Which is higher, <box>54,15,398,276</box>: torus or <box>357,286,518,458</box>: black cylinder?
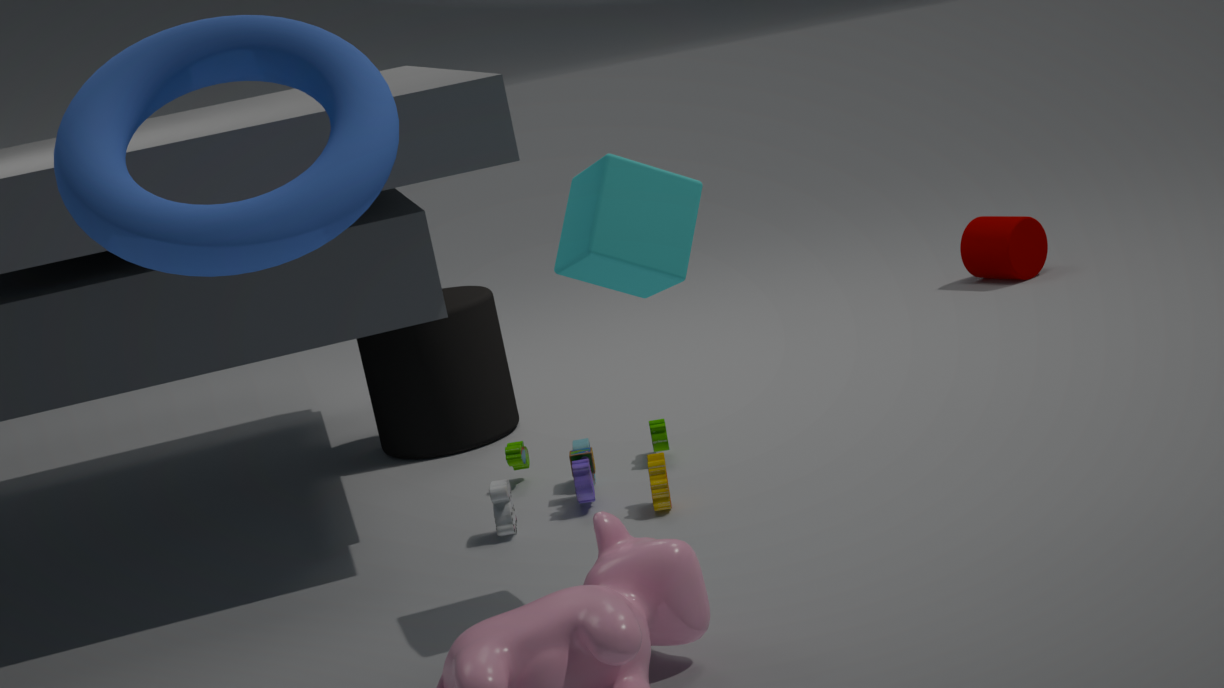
<box>54,15,398,276</box>: torus
